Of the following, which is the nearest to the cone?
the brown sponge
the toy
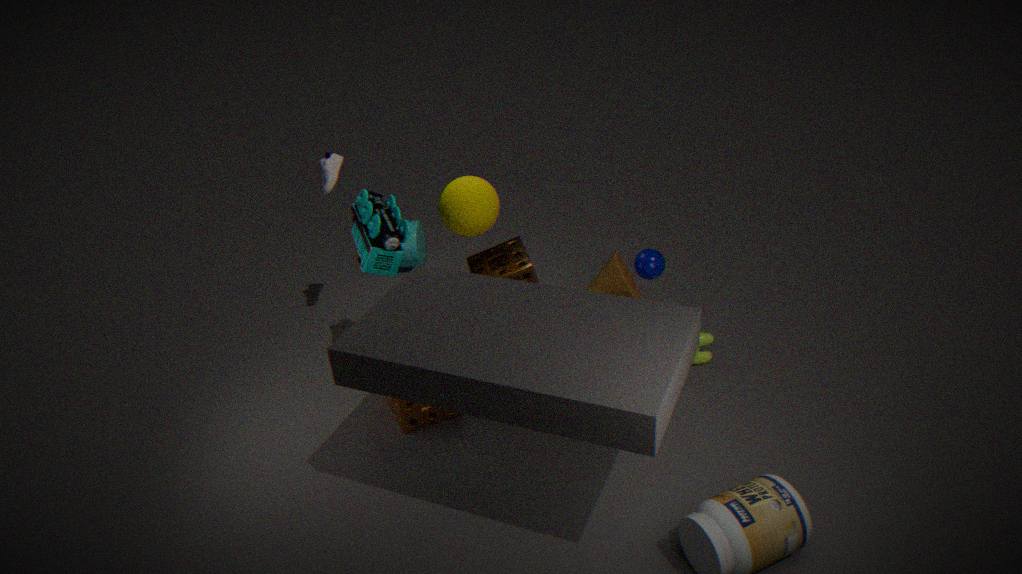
the brown sponge
